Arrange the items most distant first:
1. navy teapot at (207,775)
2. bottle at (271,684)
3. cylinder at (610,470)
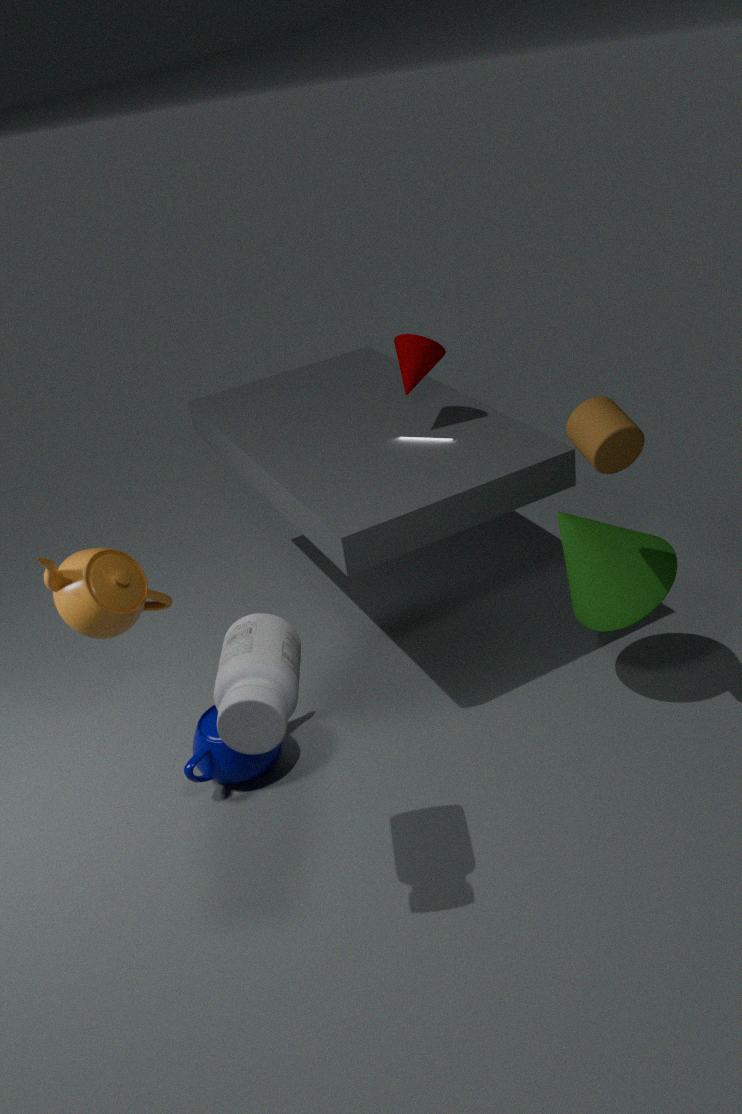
navy teapot at (207,775), cylinder at (610,470), bottle at (271,684)
